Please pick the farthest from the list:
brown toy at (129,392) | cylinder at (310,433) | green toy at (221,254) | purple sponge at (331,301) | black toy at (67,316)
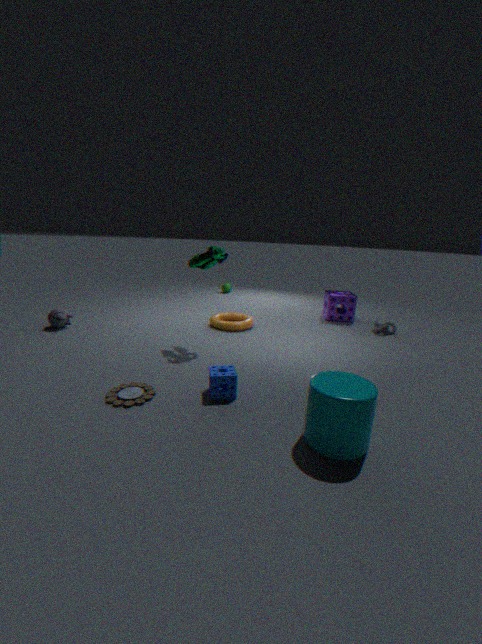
purple sponge at (331,301)
